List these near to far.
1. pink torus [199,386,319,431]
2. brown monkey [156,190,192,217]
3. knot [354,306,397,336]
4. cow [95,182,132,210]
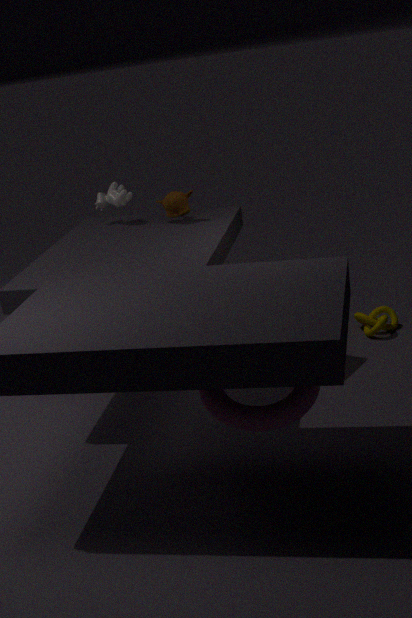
pink torus [199,386,319,431] < brown monkey [156,190,192,217] < knot [354,306,397,336] < cow [95,182,132,210]
